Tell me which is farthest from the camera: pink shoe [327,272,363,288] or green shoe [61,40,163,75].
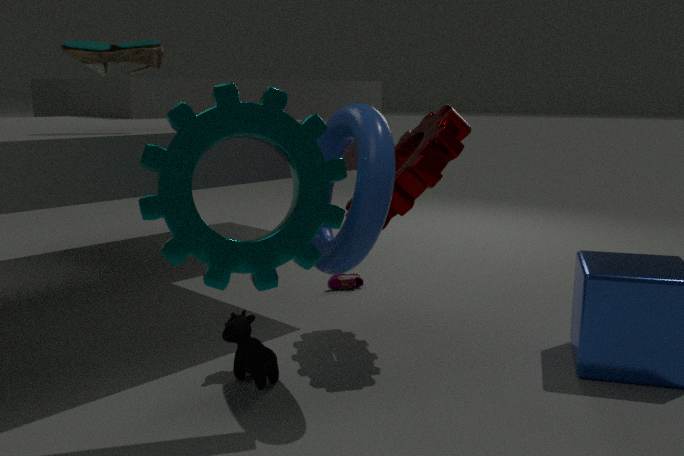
pink shoe [327,272,363,288]
